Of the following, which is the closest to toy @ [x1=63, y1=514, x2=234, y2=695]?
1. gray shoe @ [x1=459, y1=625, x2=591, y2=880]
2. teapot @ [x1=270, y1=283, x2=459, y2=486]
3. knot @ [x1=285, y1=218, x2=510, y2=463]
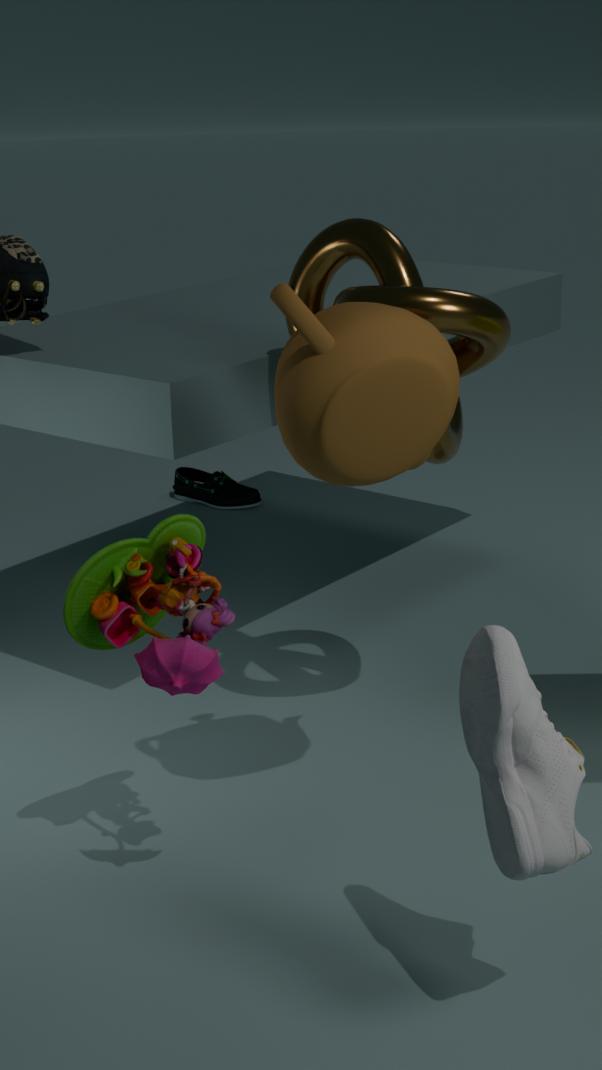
teapot @ [x1=270, y1=283, x2=459, y2=486]
